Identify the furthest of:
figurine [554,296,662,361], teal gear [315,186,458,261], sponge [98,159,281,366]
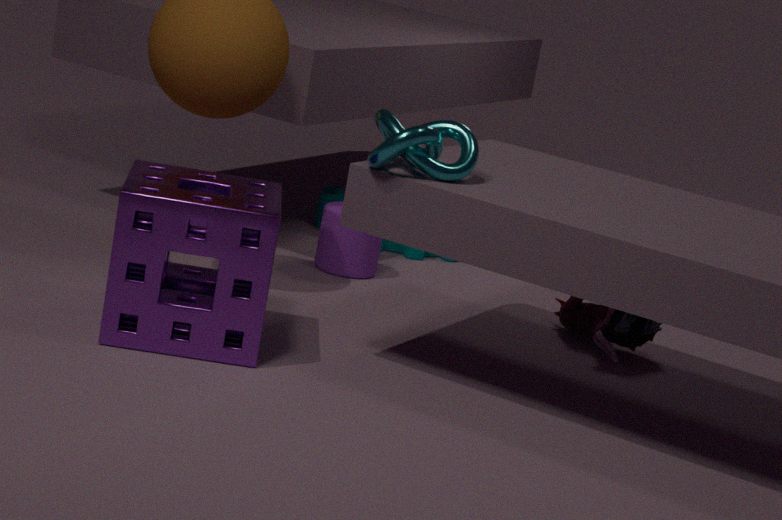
teal gear [315,186,458,261]
